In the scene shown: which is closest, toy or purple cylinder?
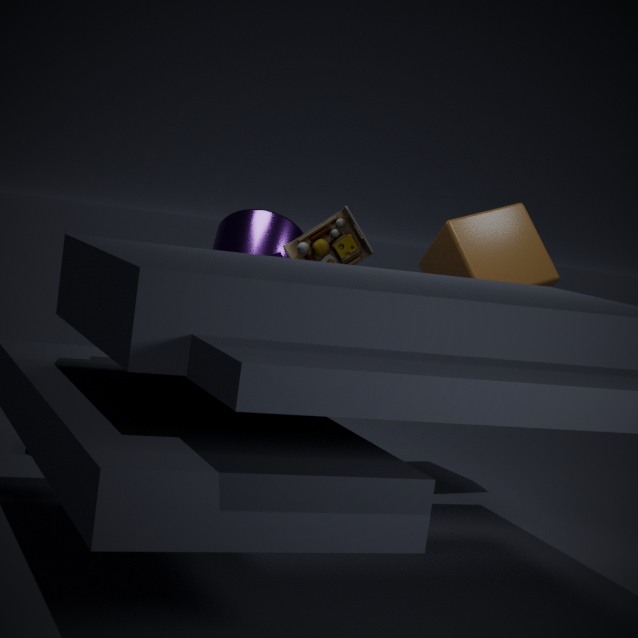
toy
